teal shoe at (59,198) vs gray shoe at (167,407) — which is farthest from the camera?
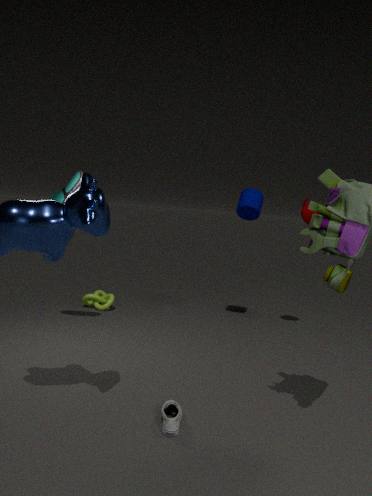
teal shoe at (59,198)
